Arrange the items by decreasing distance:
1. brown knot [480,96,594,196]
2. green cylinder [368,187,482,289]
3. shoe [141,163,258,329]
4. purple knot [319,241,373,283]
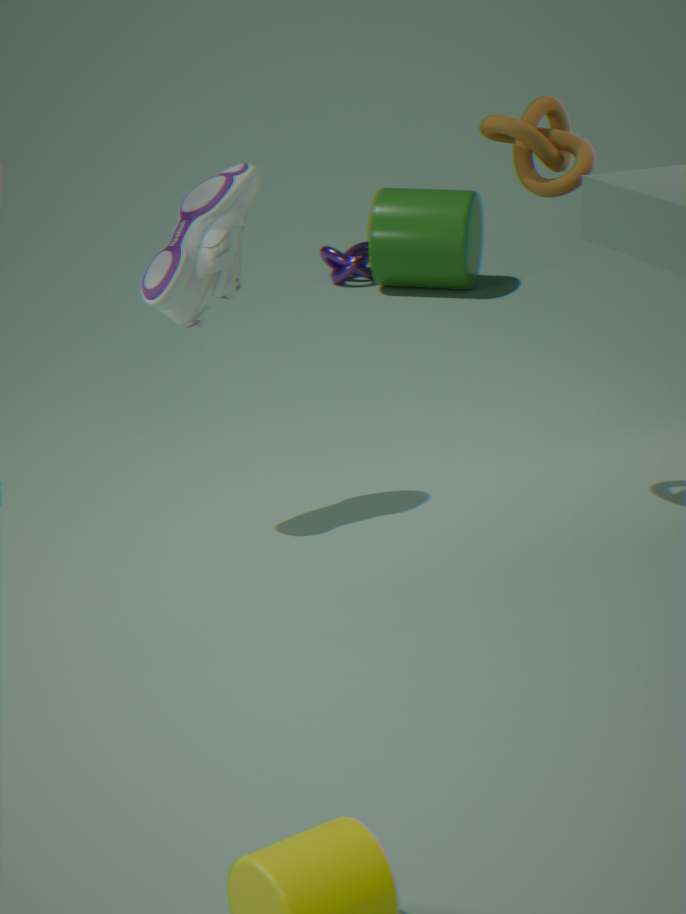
1. purple knot [319,241,373,283]
2. green cylinder [368,187,482,289]
3. shoe [141,163,258,329]
4. brown knot [480,96,594,196]
